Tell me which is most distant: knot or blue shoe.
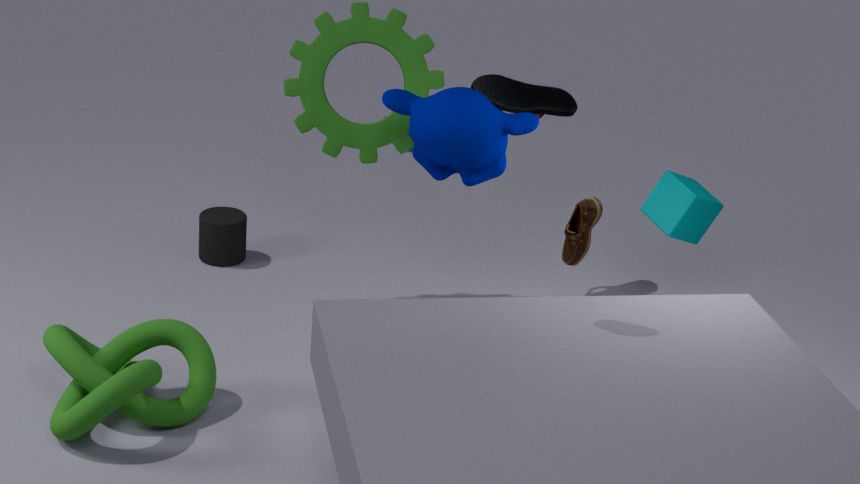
blue shoe
